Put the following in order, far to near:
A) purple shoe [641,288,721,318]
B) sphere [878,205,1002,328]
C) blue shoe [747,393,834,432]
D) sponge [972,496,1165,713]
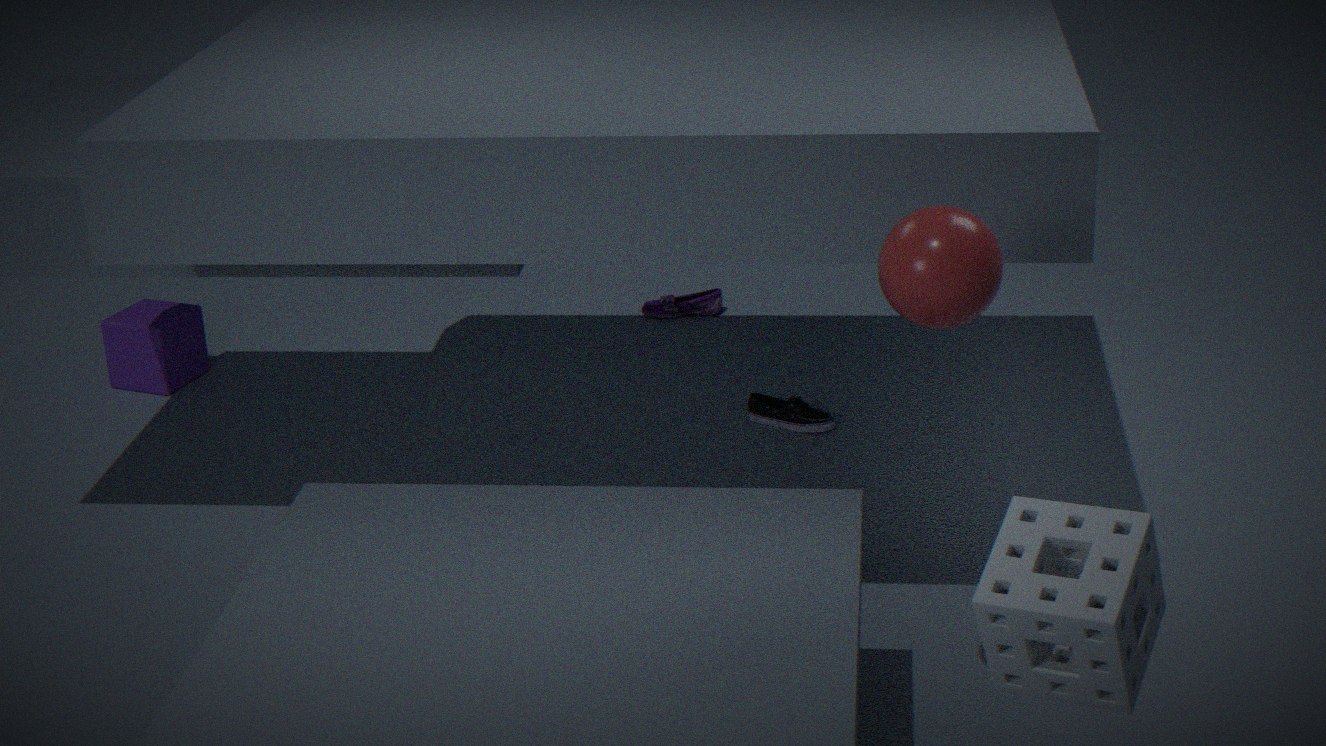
purple shoe [641,288,721,318]
blue shoe [747,393,834,432]
sphere [878,205,1002,328]
sponge [972,496,1165,713]
